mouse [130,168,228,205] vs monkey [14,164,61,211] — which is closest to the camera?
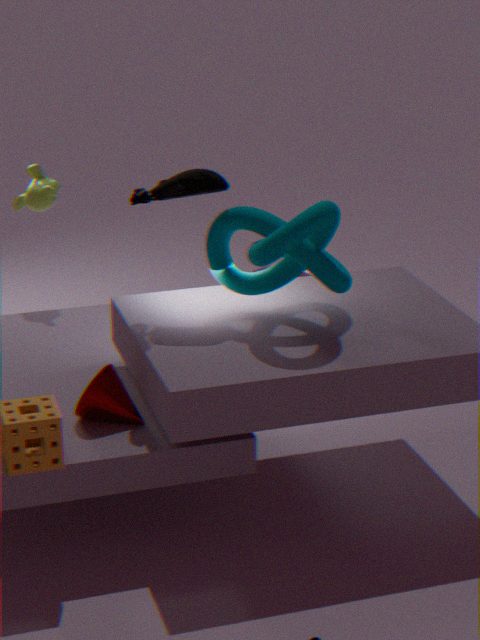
mouse [130,168,228,205]
